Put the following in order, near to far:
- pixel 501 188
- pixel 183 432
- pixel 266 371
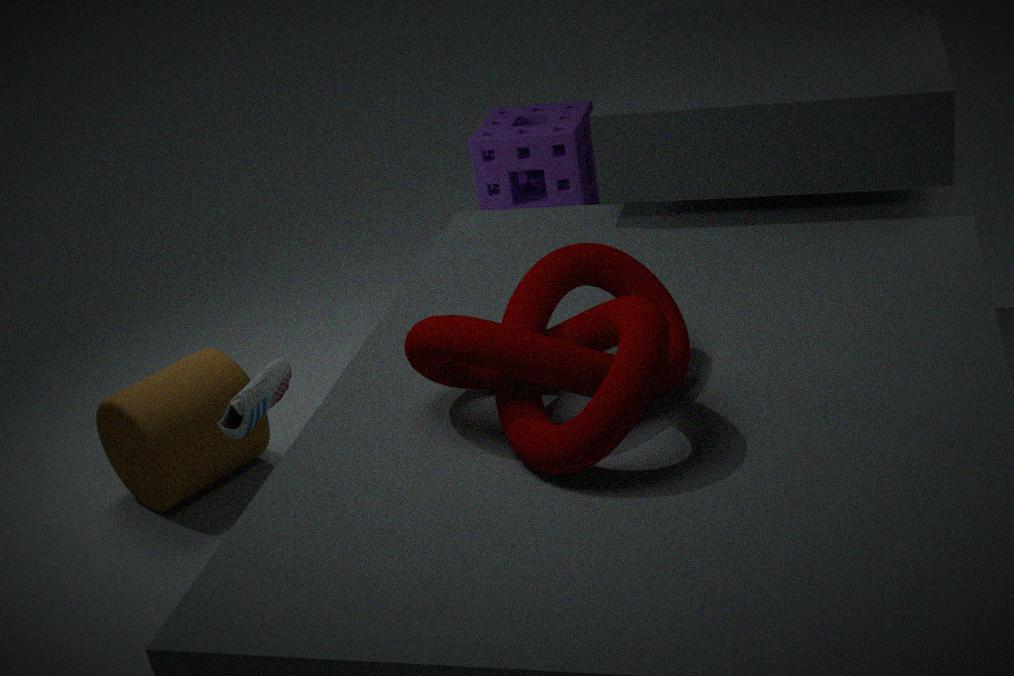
pixel 266 371
pixel 183 432
pixel 501 188
